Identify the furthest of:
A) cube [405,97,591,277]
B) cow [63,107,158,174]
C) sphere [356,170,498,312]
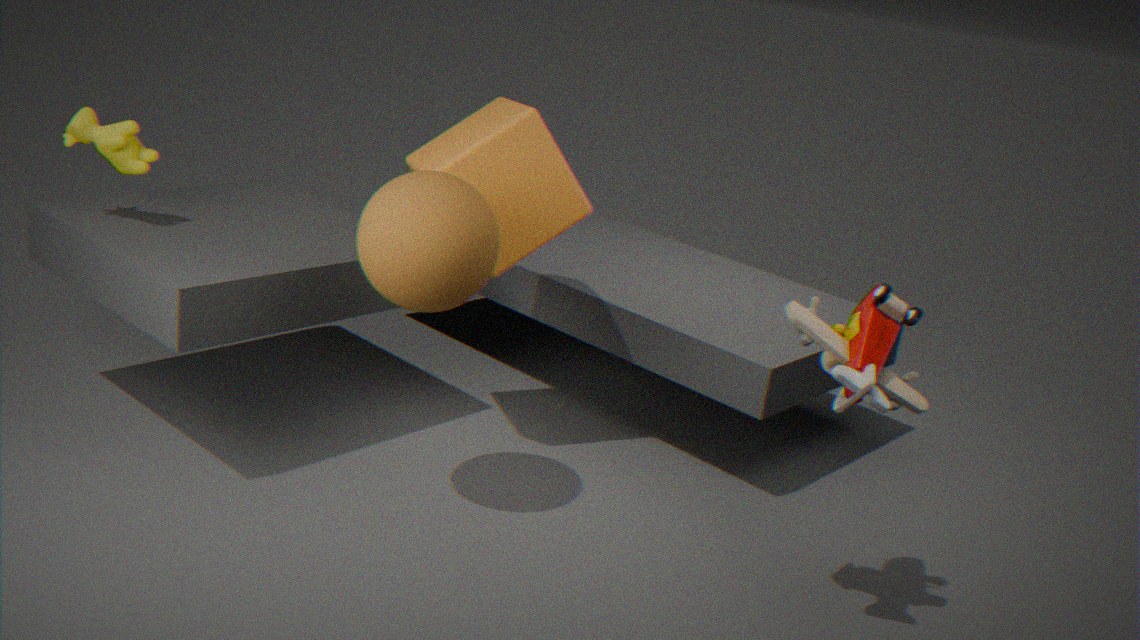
cow [63,107,158,174]
